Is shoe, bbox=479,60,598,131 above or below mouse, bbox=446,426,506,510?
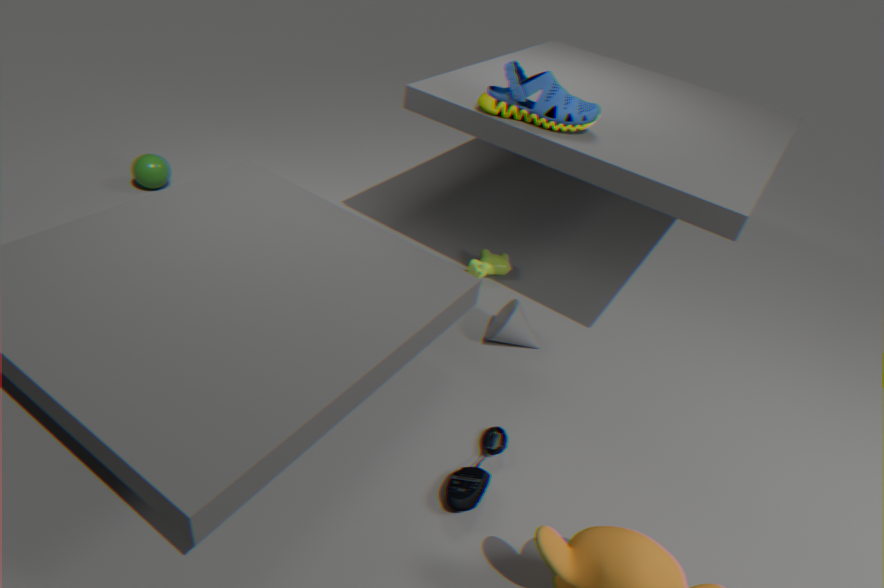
above
